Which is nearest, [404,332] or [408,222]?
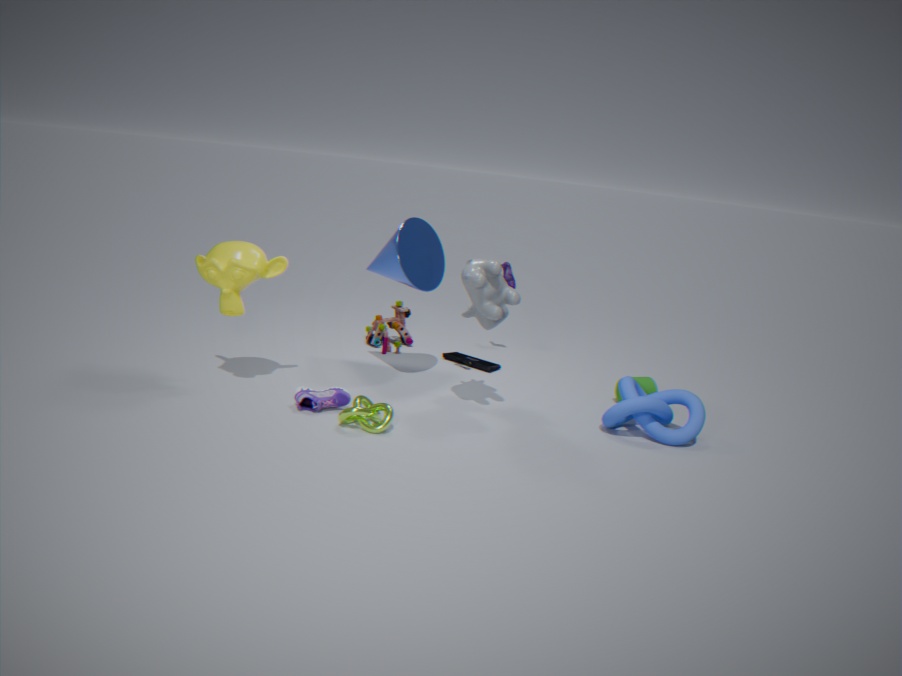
[408,222]
